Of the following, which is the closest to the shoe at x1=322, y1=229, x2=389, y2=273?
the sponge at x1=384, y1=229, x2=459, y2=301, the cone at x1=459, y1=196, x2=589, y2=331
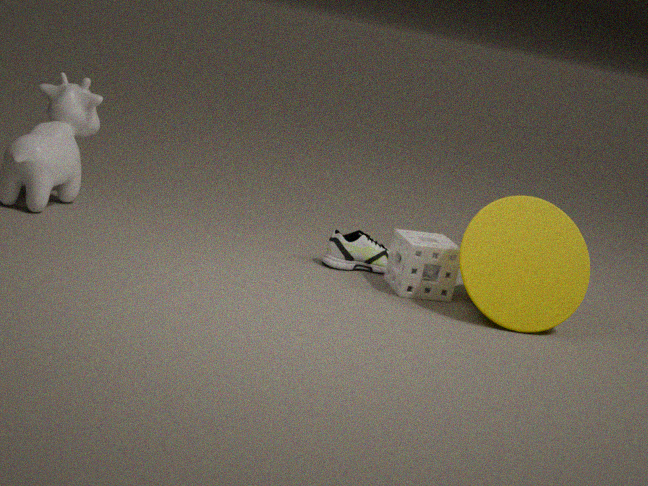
the sponge at x1=384, y1=229, x2=459, y2=301
